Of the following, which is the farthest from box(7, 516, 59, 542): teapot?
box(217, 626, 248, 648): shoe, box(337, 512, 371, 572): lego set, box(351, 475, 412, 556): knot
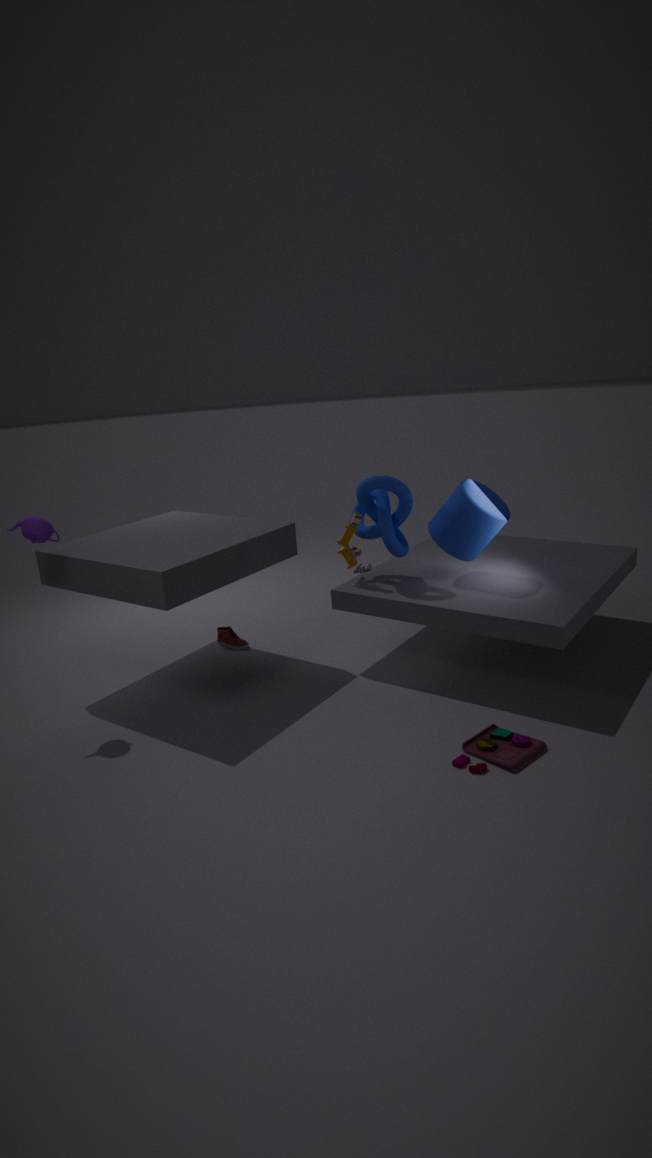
box(351, 475, 412, 556): knot
